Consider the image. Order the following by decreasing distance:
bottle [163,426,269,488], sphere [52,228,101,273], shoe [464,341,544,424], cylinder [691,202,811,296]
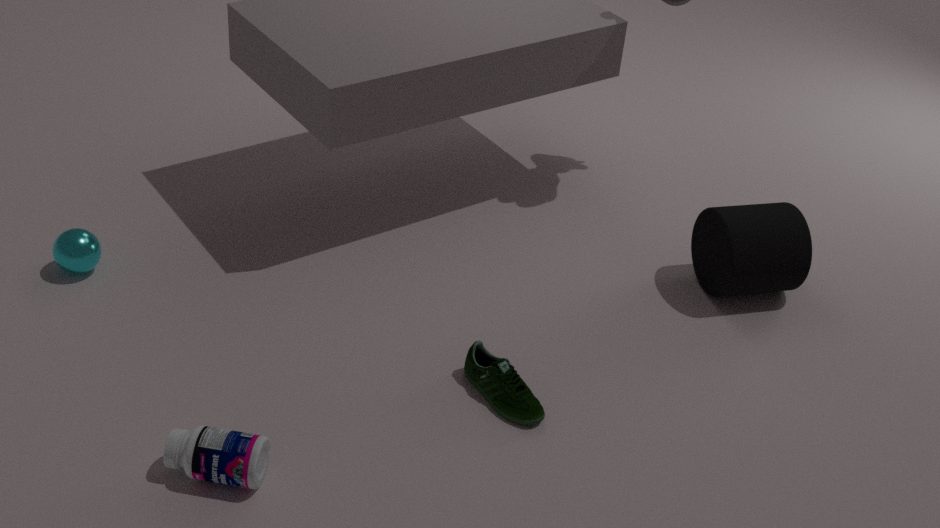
cylinder [691,202,811,296]
sphere [52,228,101,273]
shoe [464,341,544,424]
bottle [163,426,269,488]
